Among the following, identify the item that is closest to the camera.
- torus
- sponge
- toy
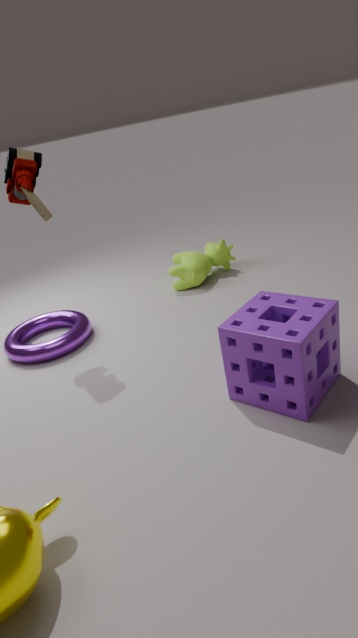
sponge
